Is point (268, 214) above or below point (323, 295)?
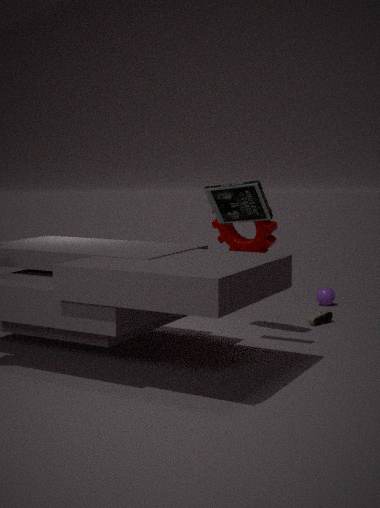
above
